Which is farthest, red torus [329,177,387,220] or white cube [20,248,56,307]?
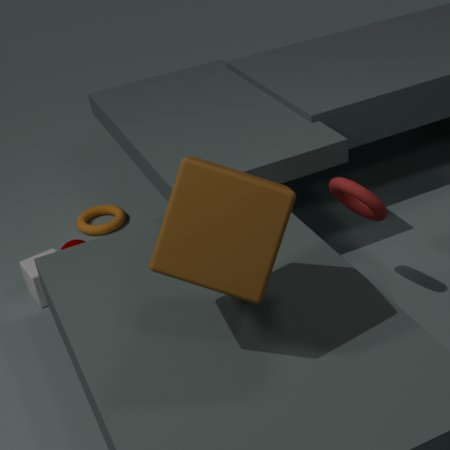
white cube [20,248,56,307]
